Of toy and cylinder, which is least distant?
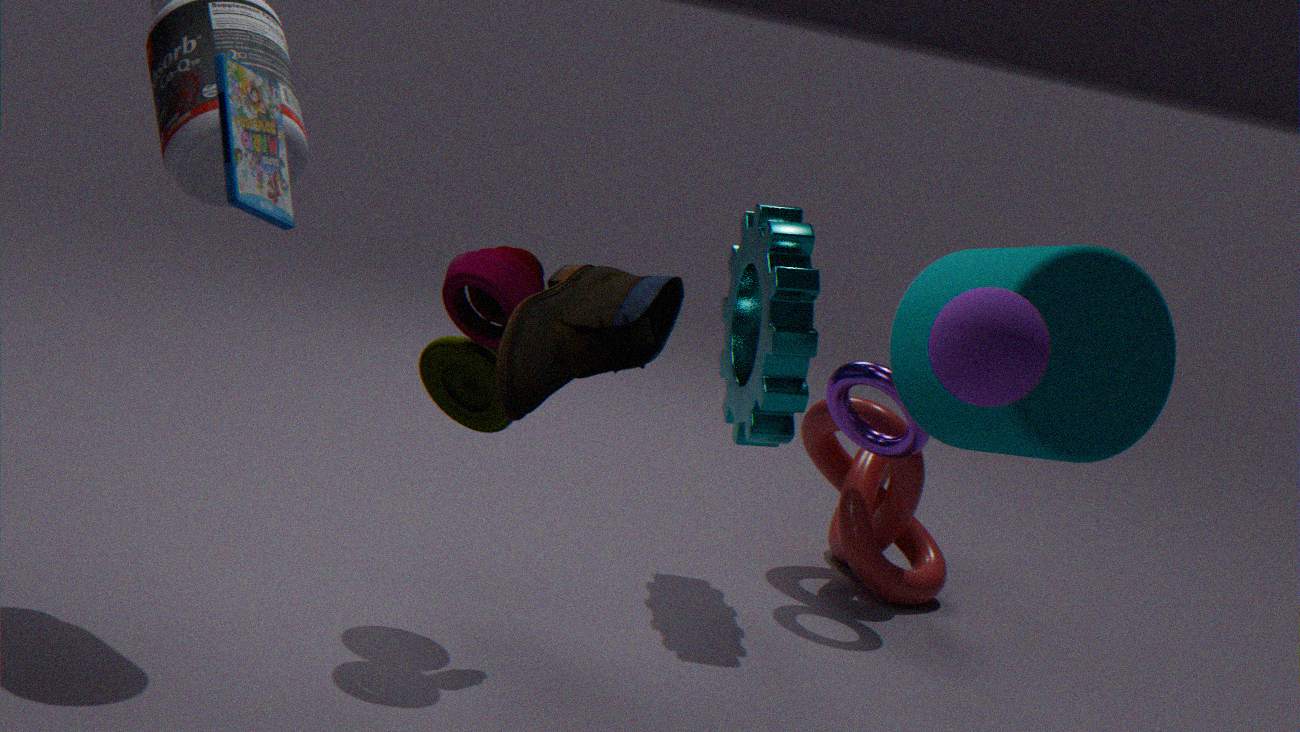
cylinder
